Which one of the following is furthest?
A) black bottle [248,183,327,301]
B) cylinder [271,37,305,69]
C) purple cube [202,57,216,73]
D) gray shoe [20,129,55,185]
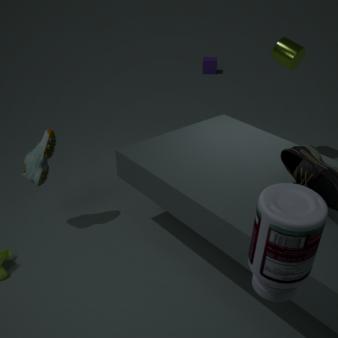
purple cube [202,57,216,73]
